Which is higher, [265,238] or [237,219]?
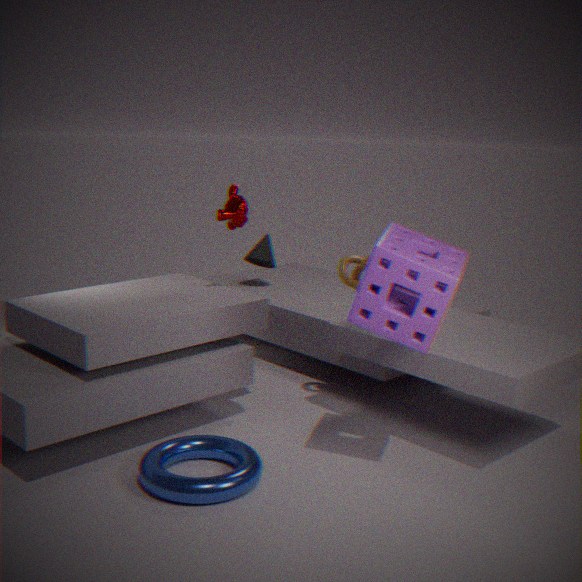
[237,219]
